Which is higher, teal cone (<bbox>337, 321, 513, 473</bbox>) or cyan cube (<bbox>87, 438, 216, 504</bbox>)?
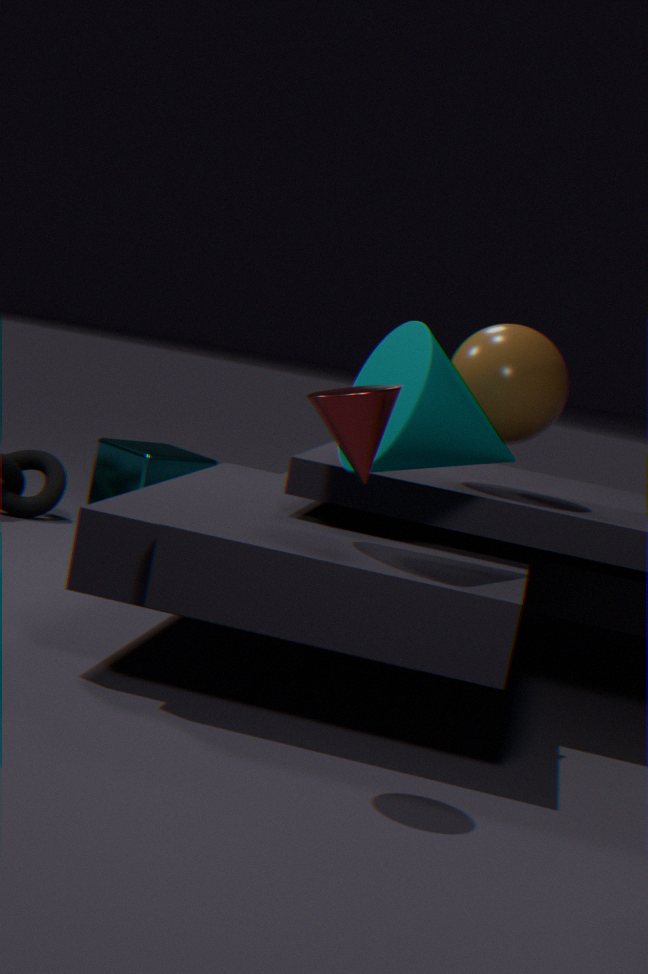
teal cone (<bbox>337, 321, 513, 473</bbox>)
